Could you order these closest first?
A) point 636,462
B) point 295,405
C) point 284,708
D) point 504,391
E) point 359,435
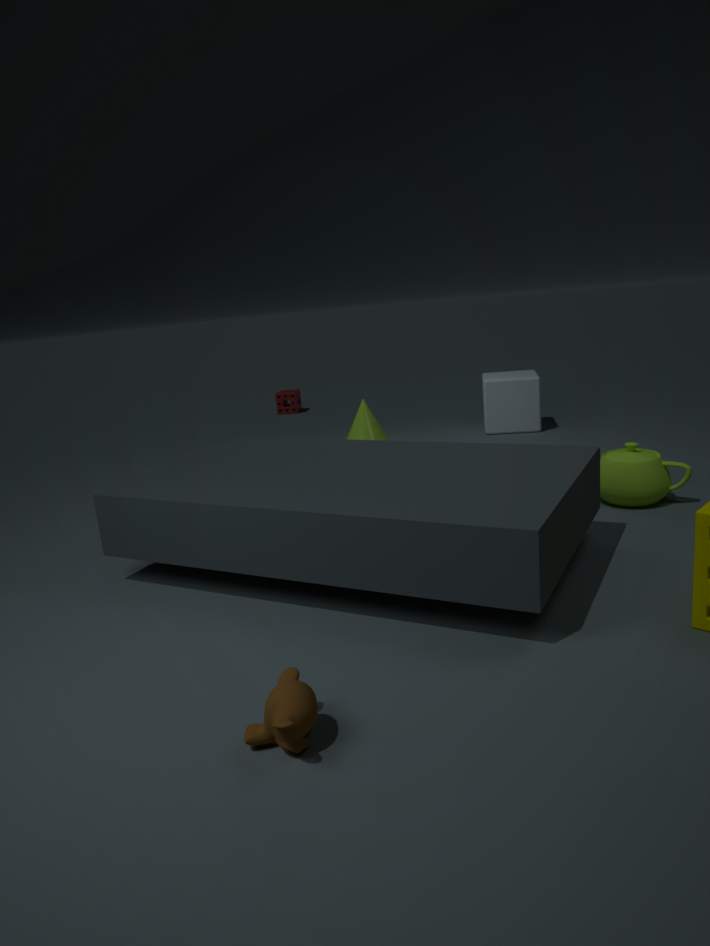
point 284,708, point 636,462, point 359,435, point 504,391, point 295,405
